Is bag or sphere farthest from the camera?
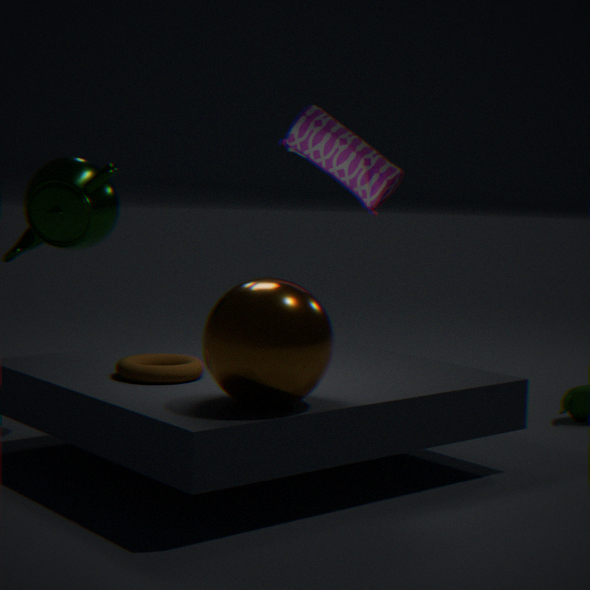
bag
